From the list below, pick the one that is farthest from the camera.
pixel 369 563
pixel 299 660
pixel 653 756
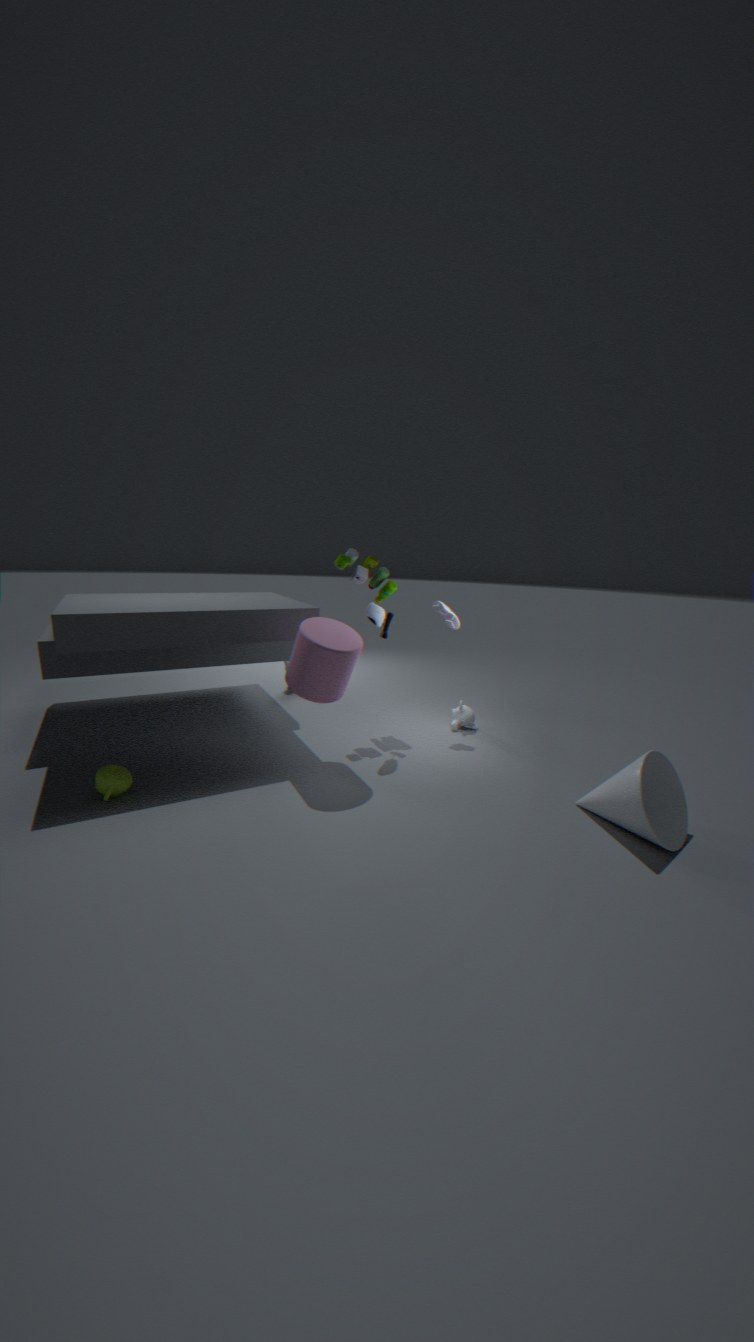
pixel 369 563
